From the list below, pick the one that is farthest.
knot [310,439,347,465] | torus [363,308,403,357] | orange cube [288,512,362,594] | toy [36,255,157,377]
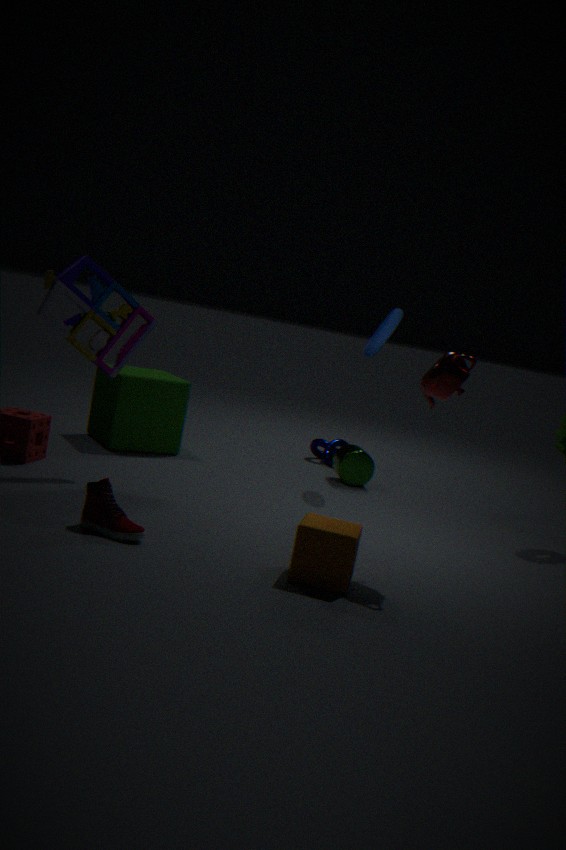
knot [310,439,347,465]
